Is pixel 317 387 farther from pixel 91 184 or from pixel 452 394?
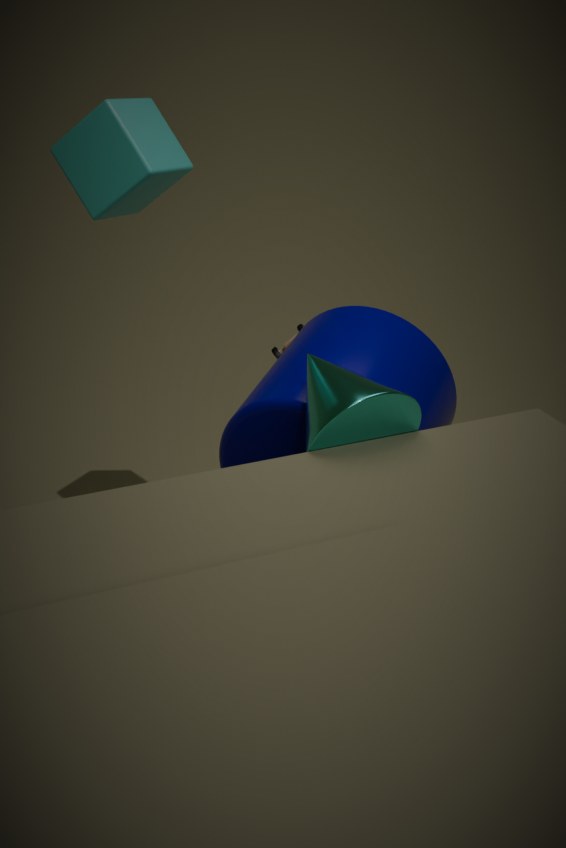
pixel 91 184
